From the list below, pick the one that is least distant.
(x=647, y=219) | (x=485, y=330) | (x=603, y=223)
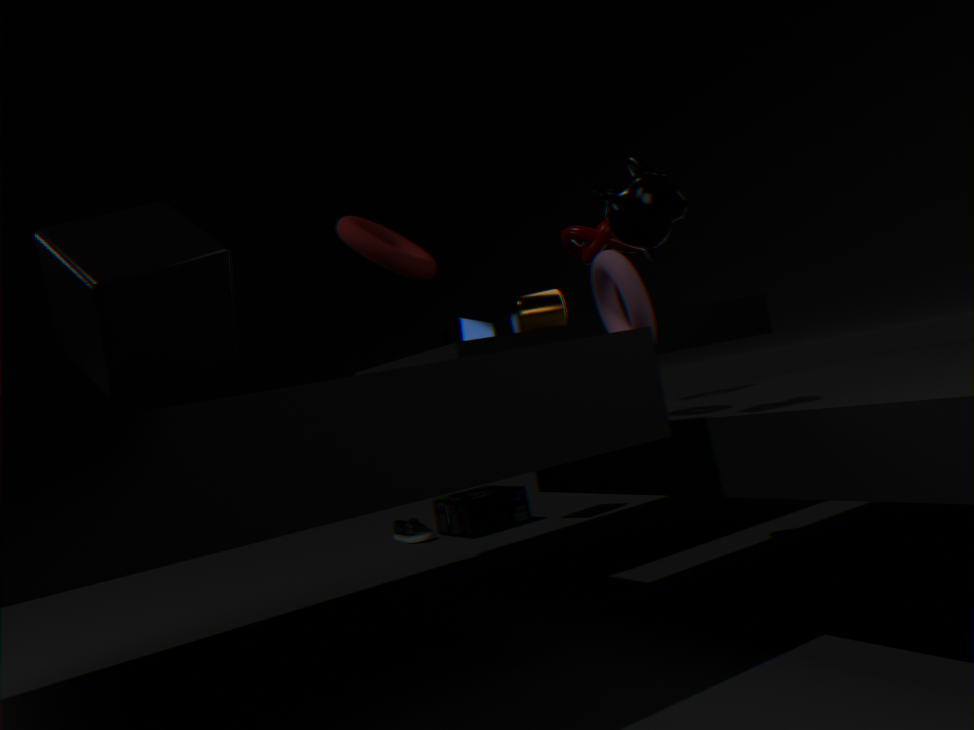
(x=647, y=219)
